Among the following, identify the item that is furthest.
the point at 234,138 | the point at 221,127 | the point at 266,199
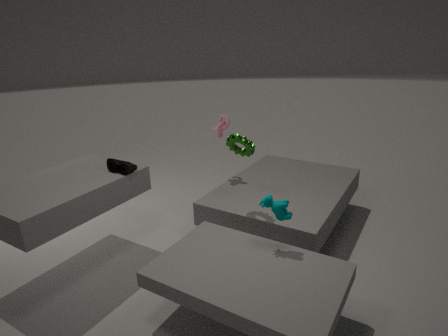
the point at 221,127
